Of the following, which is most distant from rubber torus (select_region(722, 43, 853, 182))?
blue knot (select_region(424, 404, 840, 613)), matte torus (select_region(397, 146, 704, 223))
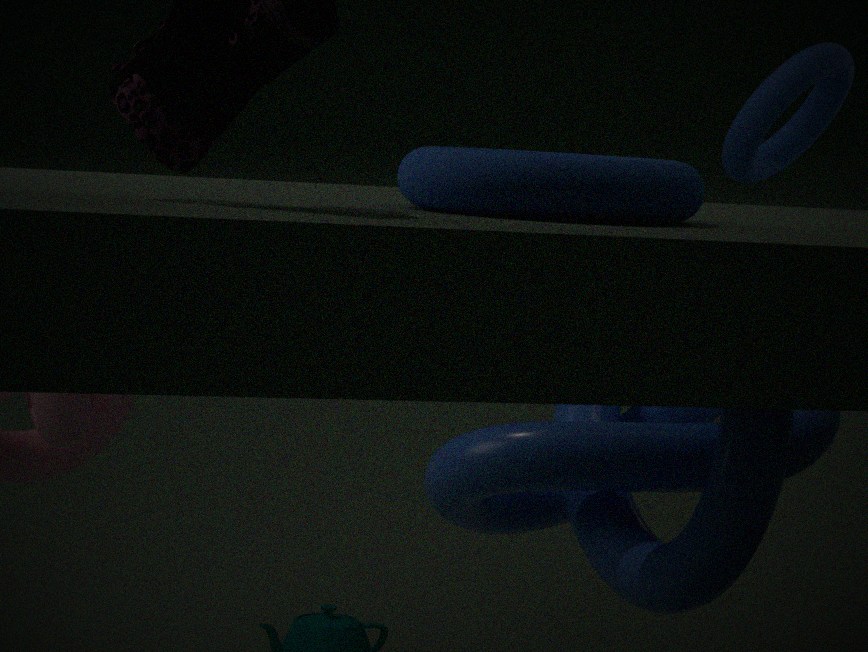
matte torus (select_region(397, 146, 704, 223))
